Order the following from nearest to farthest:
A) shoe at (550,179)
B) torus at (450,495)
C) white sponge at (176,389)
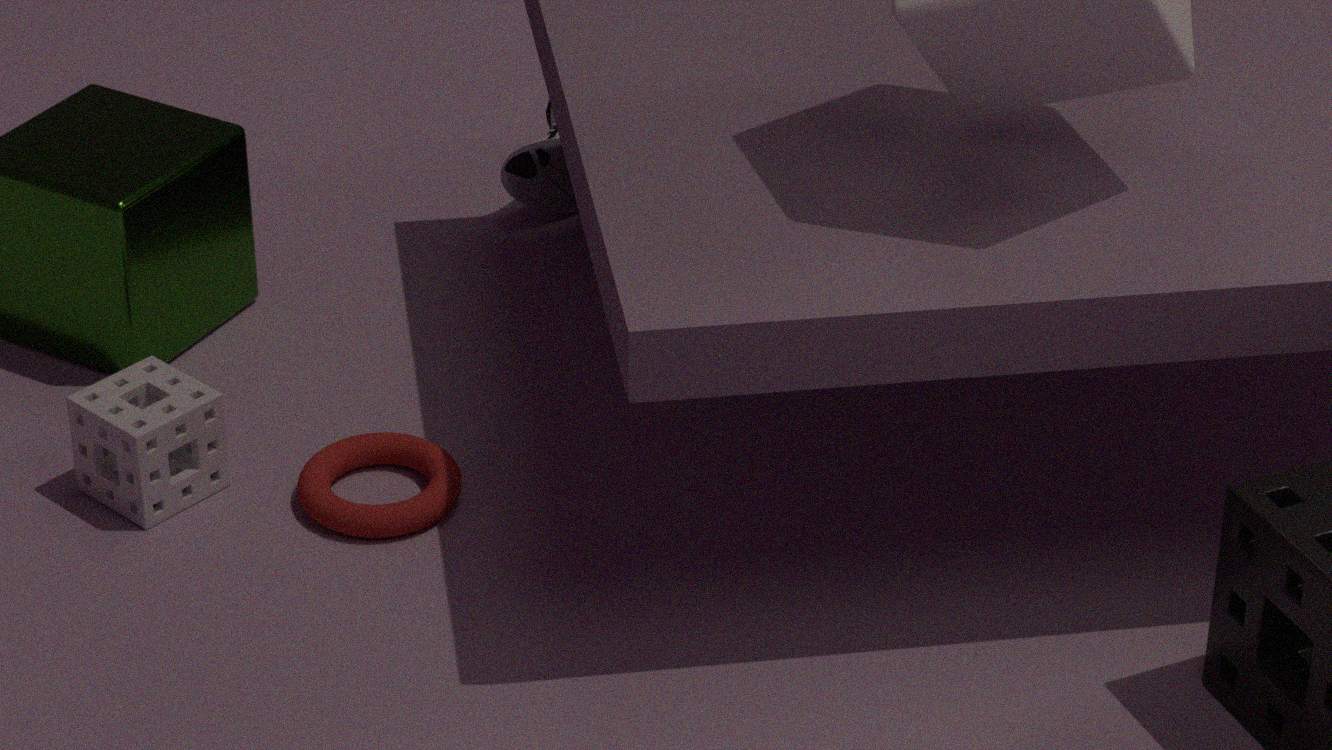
1. white sponge at (176,389)
2. torus at (450,495)
3. shoe at (550,179)
